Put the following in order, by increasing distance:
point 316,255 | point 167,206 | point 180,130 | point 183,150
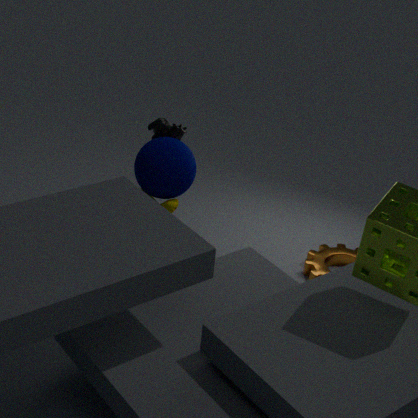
point 183,150 → point 167,206 → point 180,130 → point 316,255
